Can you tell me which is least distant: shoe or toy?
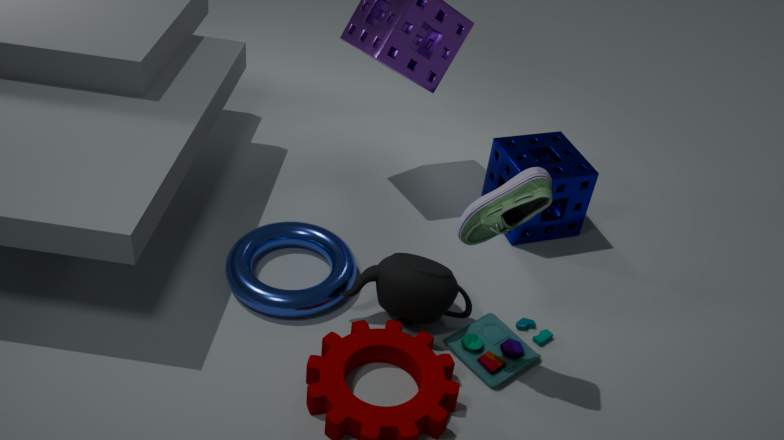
shoe
